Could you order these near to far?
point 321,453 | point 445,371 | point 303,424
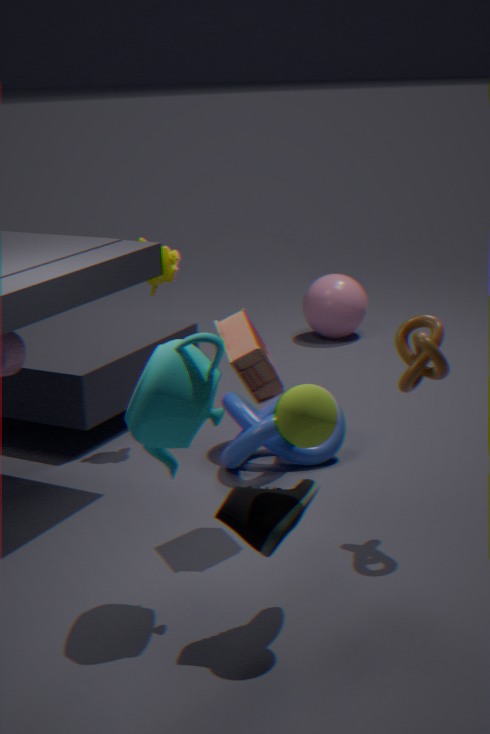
point 303,424 → point 445,371 → point 321,453
